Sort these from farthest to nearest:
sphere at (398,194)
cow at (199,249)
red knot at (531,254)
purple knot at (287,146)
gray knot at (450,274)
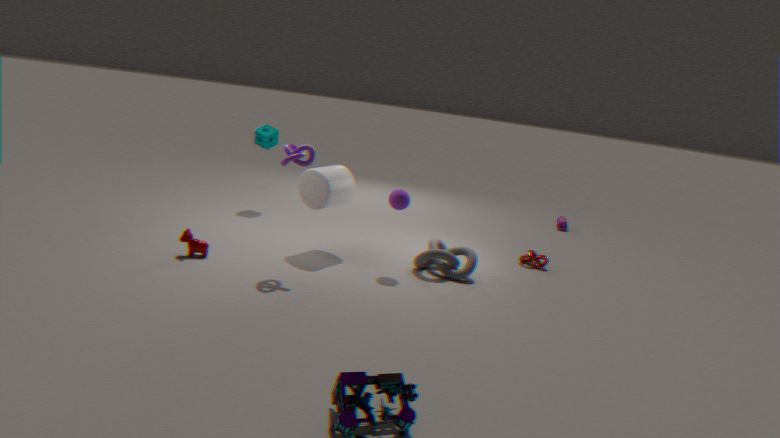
1. red knot at (531,254)
2. gray knot at (450,274)
3. sphere at (398,194)
4. cow at (199,249)
5. purple knot at (287,146)
